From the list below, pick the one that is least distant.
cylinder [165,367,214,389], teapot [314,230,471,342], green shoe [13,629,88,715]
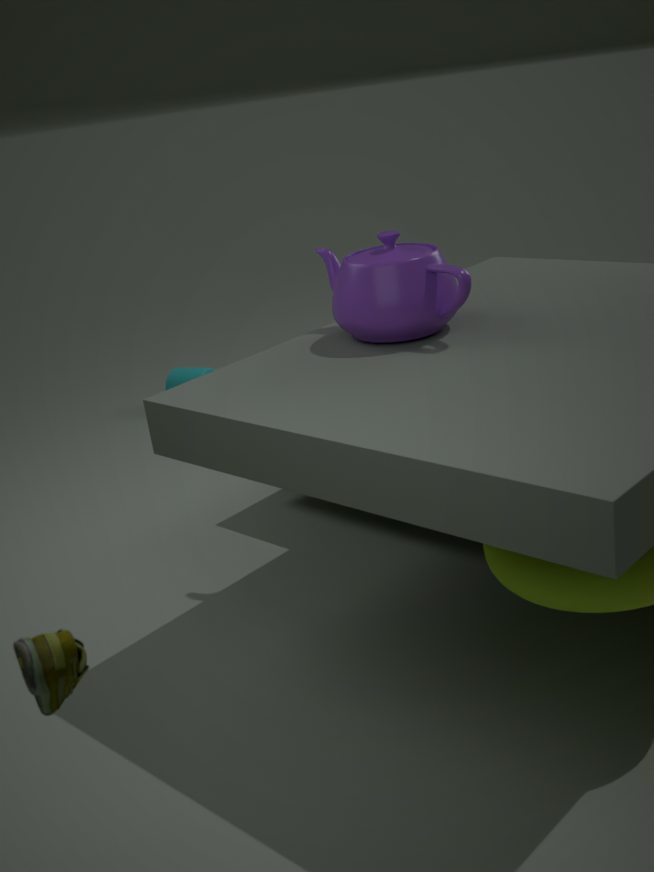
green shoe [13,629,88,715]
